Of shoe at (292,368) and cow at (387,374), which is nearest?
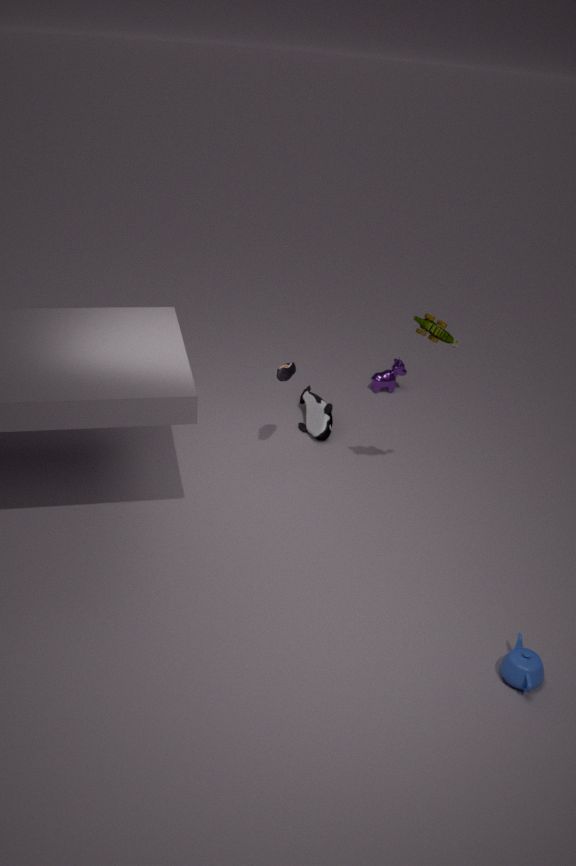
shoe at (292,368)
